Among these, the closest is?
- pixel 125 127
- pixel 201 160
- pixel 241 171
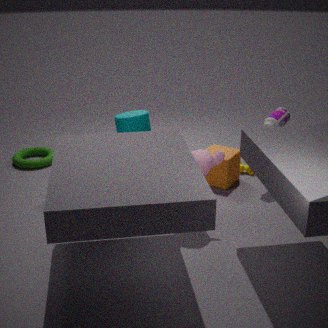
pixel 201 160
